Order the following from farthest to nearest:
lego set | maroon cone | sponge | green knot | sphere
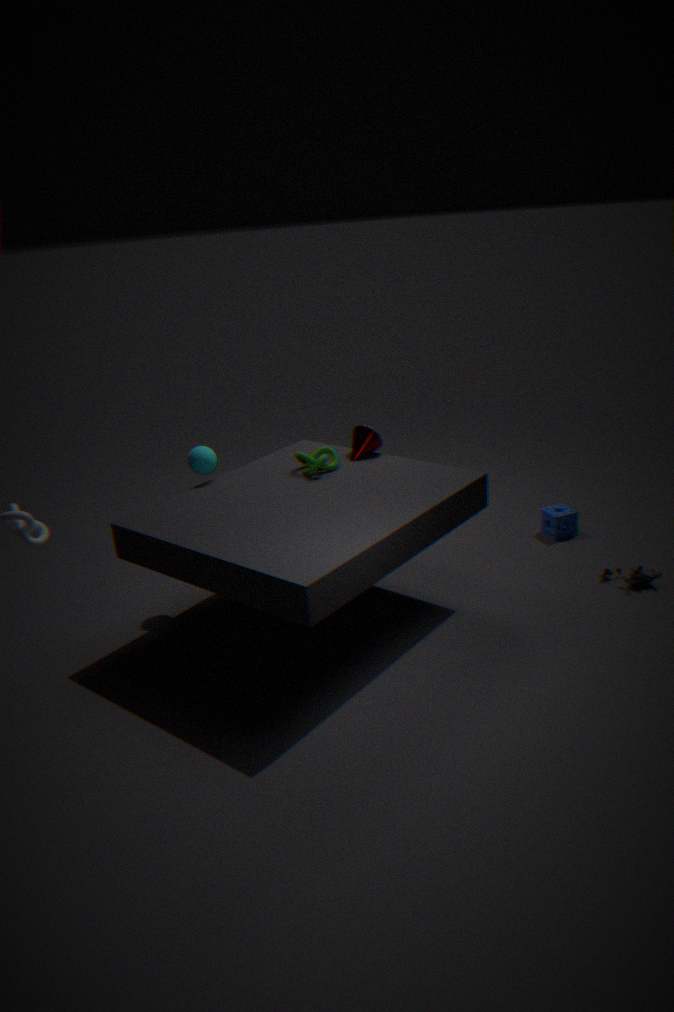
sponge → maroon cone → lego set → sphere → green knot
